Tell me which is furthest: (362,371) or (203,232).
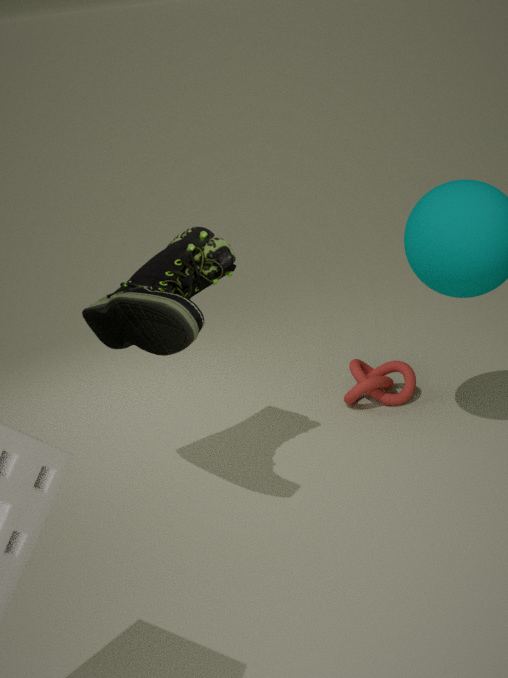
(362,371)
